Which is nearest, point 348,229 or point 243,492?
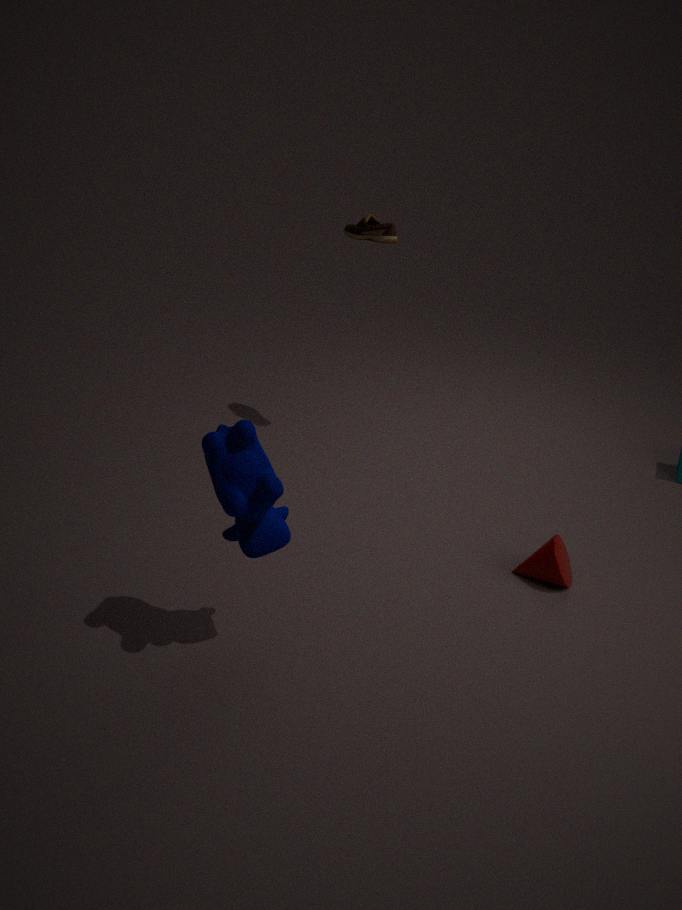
point 243,492
